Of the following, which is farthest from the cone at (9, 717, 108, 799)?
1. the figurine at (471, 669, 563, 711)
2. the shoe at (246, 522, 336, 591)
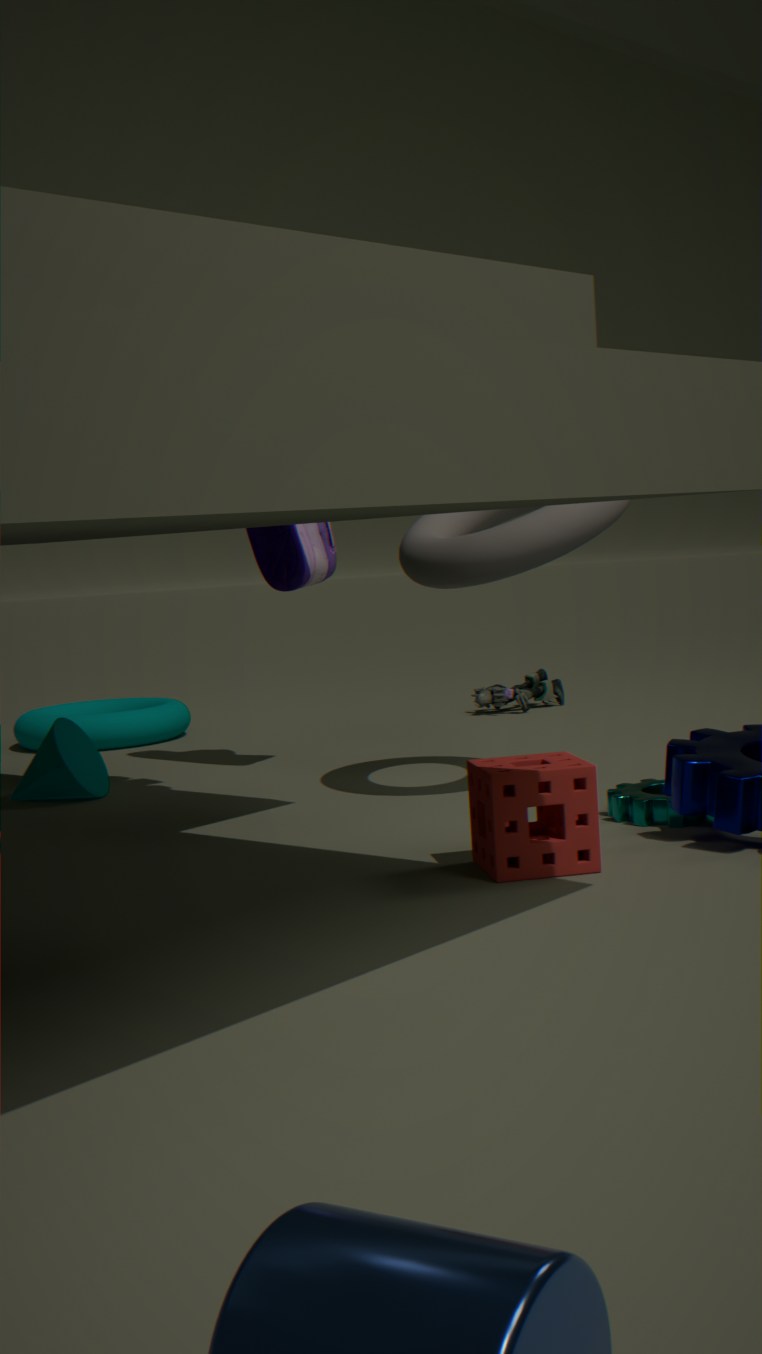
the figurine at (471, 669, 563, 711)
